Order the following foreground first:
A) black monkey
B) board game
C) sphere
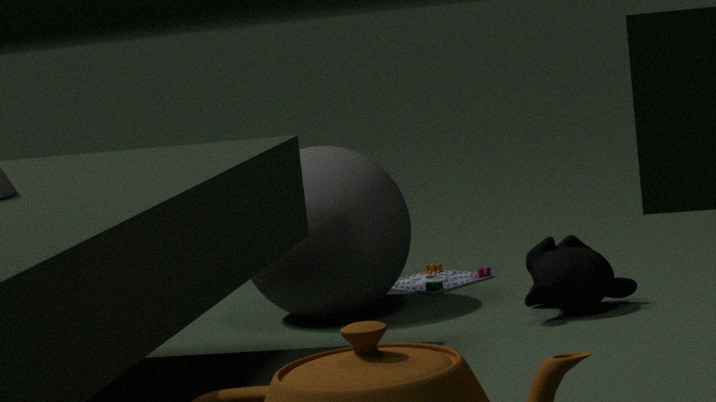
black monkey
sphere
board game
